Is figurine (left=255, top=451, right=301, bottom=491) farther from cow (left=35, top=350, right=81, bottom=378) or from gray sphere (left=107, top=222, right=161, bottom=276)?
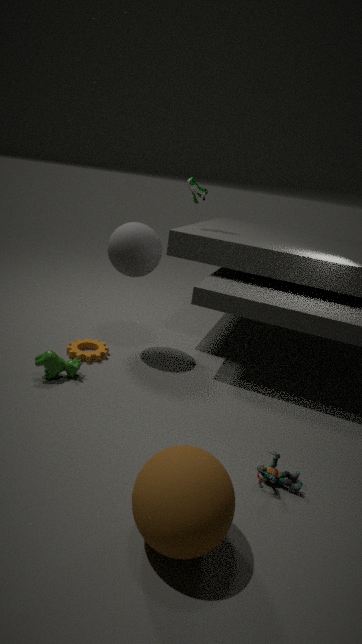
gray sphere (left=107, top=222, right=161, bottom=276)
